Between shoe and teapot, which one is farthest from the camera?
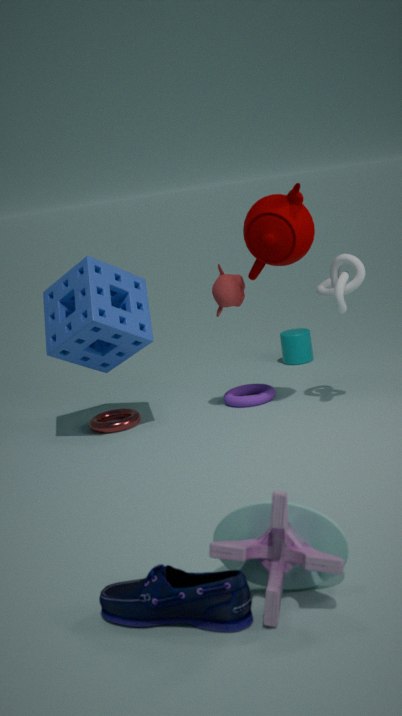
teapot
